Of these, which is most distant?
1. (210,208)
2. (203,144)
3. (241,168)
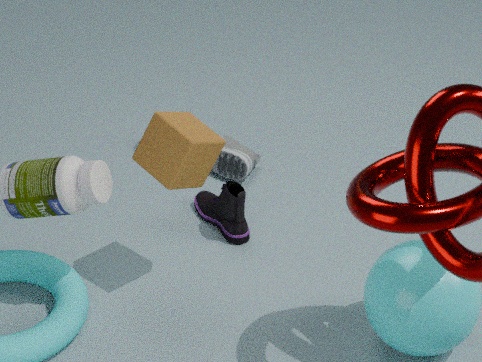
(241,168)
